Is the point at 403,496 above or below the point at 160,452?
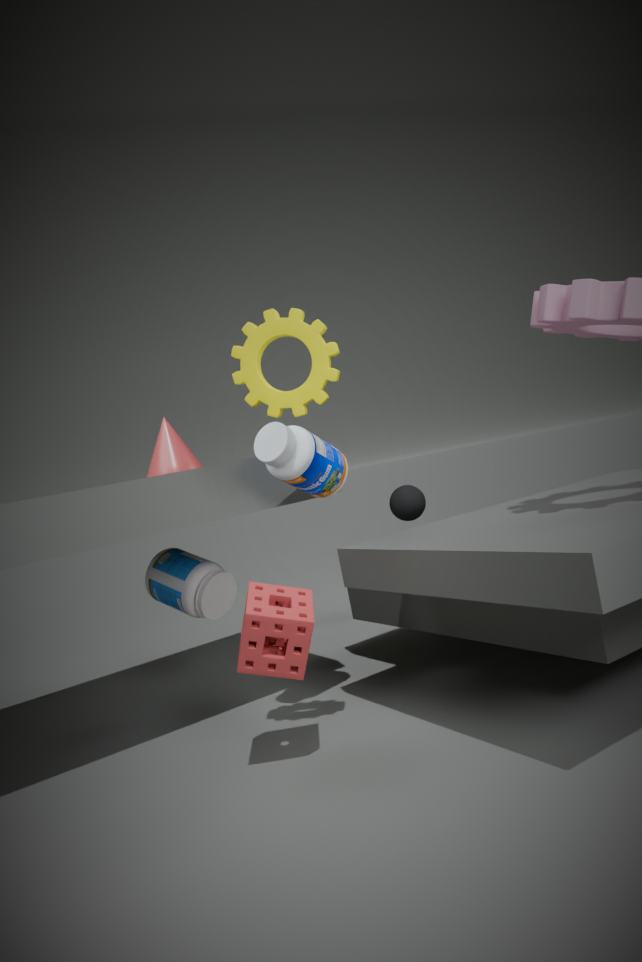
below
